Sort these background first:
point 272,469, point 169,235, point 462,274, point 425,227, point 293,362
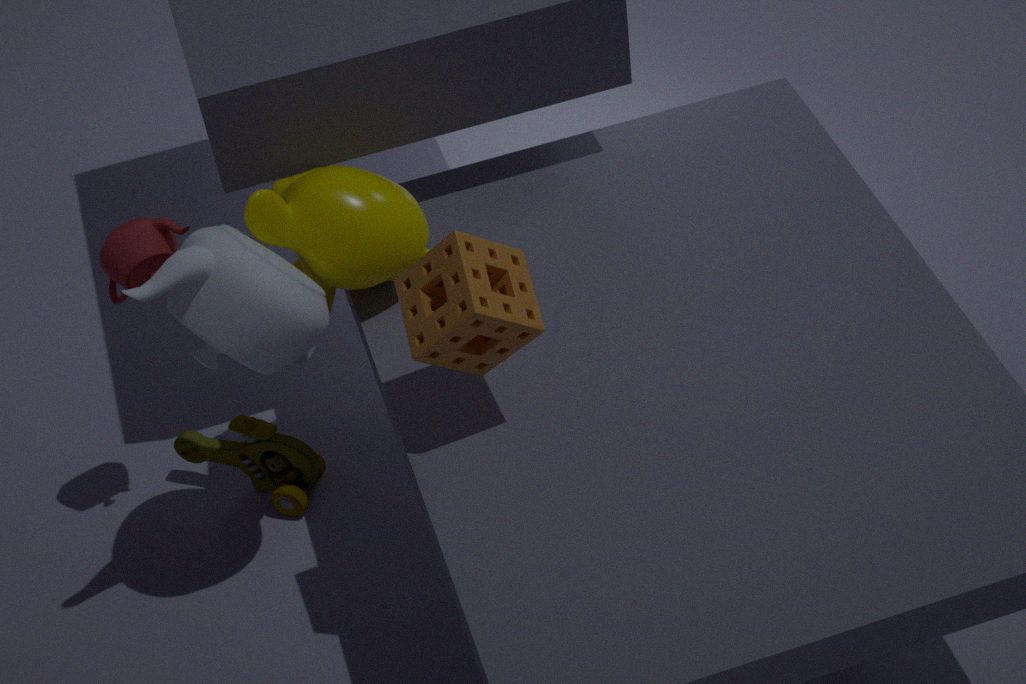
point 272,469 < point 293,362 < point 169,235 < point 425,227 < point 462,274
